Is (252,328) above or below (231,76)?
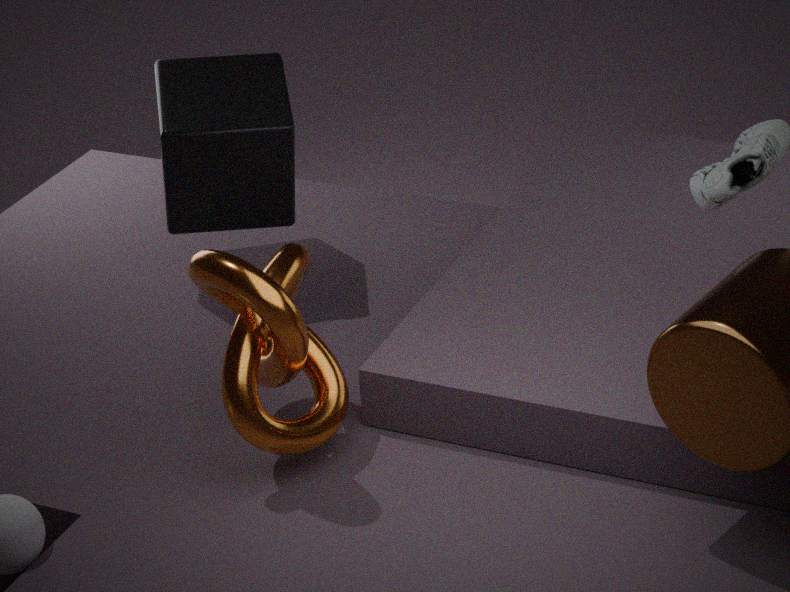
below
